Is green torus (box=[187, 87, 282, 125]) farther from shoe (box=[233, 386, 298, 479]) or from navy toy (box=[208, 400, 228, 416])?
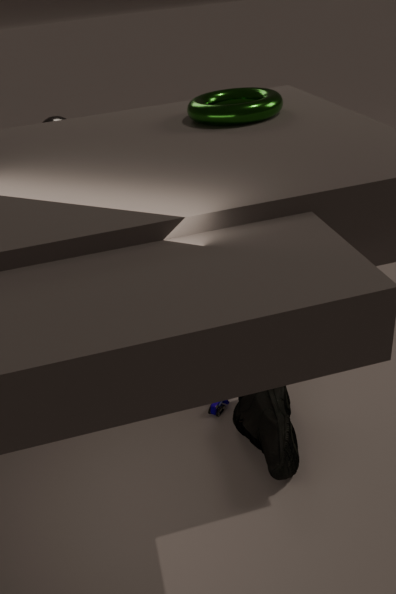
navy toy (box=[208, 400, 228, 416])
